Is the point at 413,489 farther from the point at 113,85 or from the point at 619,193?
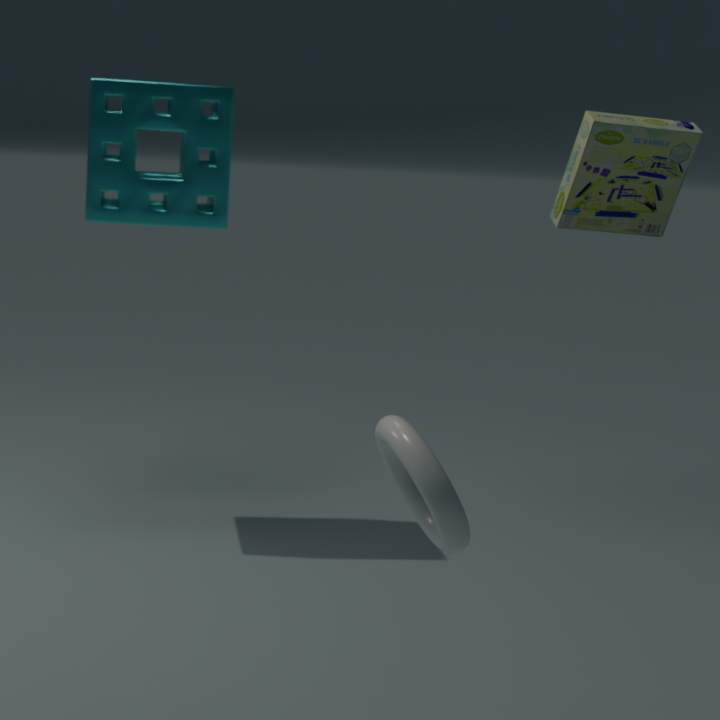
the point at 113,85
